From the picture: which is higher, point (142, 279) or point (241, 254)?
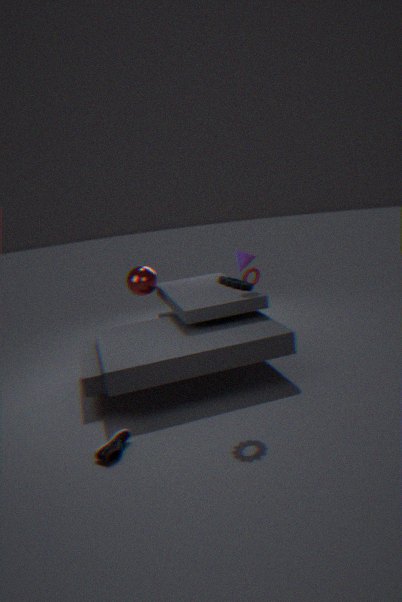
point (241, 254)
